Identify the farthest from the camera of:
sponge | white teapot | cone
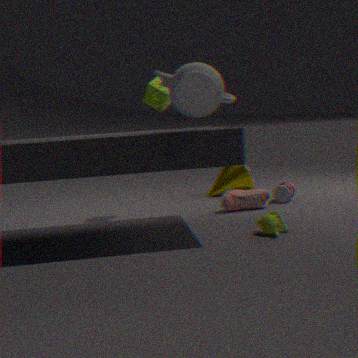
cone
